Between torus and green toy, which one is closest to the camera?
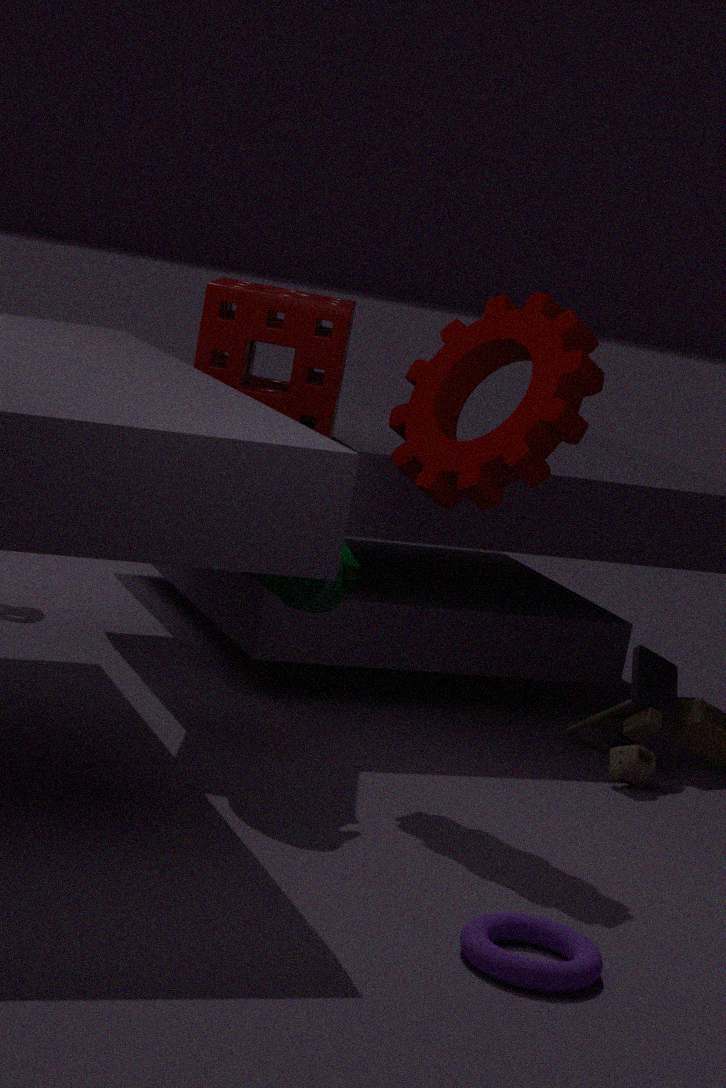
torus
